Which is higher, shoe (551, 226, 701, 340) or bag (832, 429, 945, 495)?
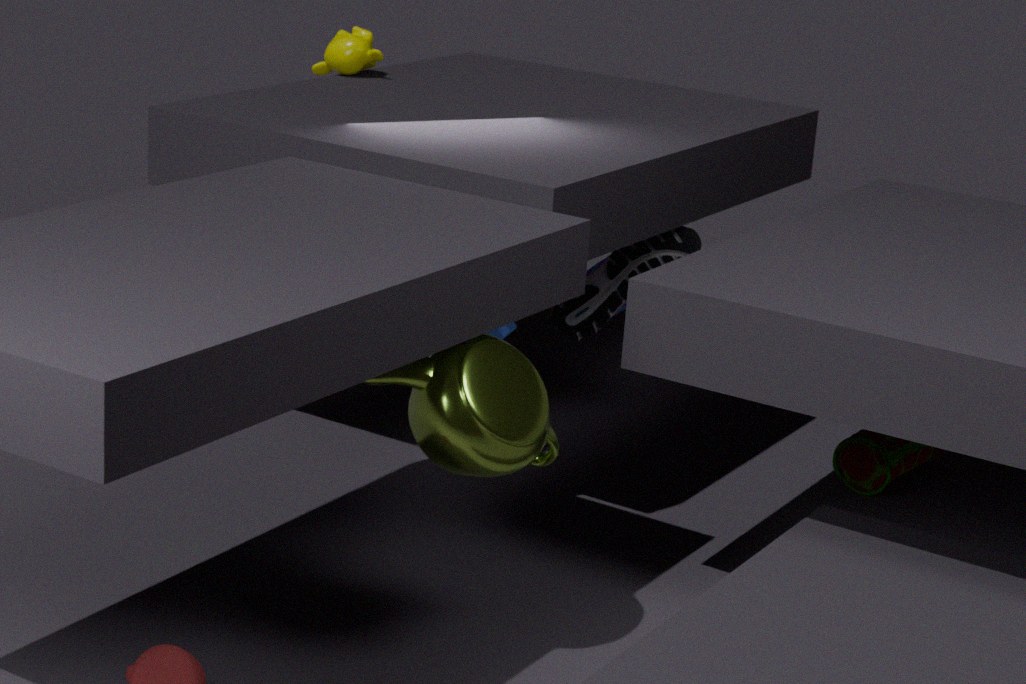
shoe (551, 226, 701, 340)
